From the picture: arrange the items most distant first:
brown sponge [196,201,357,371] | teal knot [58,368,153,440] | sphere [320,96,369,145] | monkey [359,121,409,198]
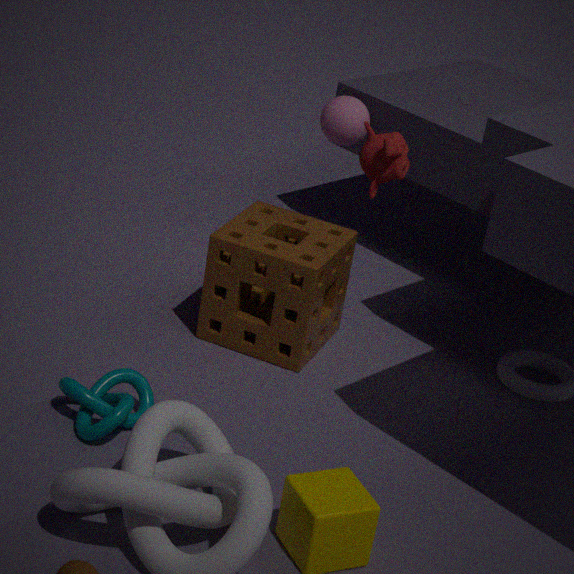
sphere [320,96,369,145] < monkey [359,121,409,198] < brown sponge [196,201,357,371] < teal knot [58,368,153,440]
